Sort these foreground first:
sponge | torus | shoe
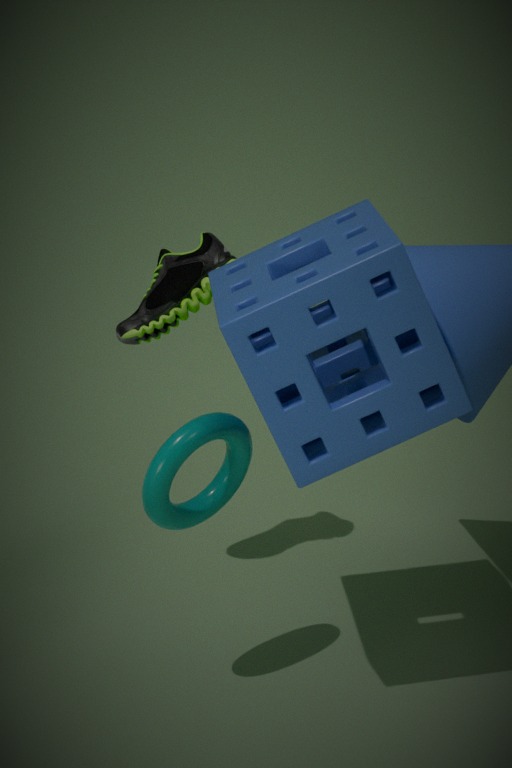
sponge < torus < shoe
